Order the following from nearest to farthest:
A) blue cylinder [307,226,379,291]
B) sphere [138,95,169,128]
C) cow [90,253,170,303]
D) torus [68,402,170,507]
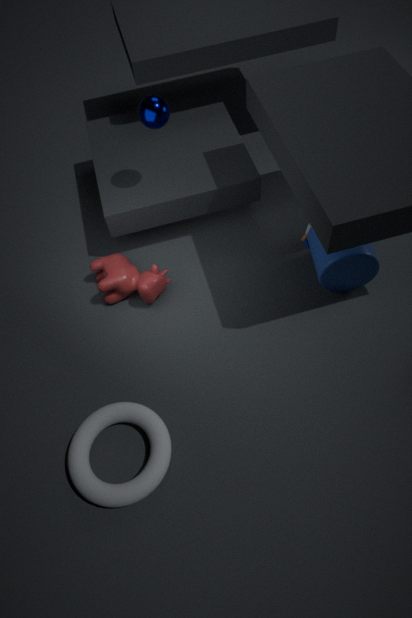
1. torus [68,402,170,507]
2. sphere [138,95,169,128]
3. blue cylinder [307,226,379,291]
4. cow [90,253,170,303]
